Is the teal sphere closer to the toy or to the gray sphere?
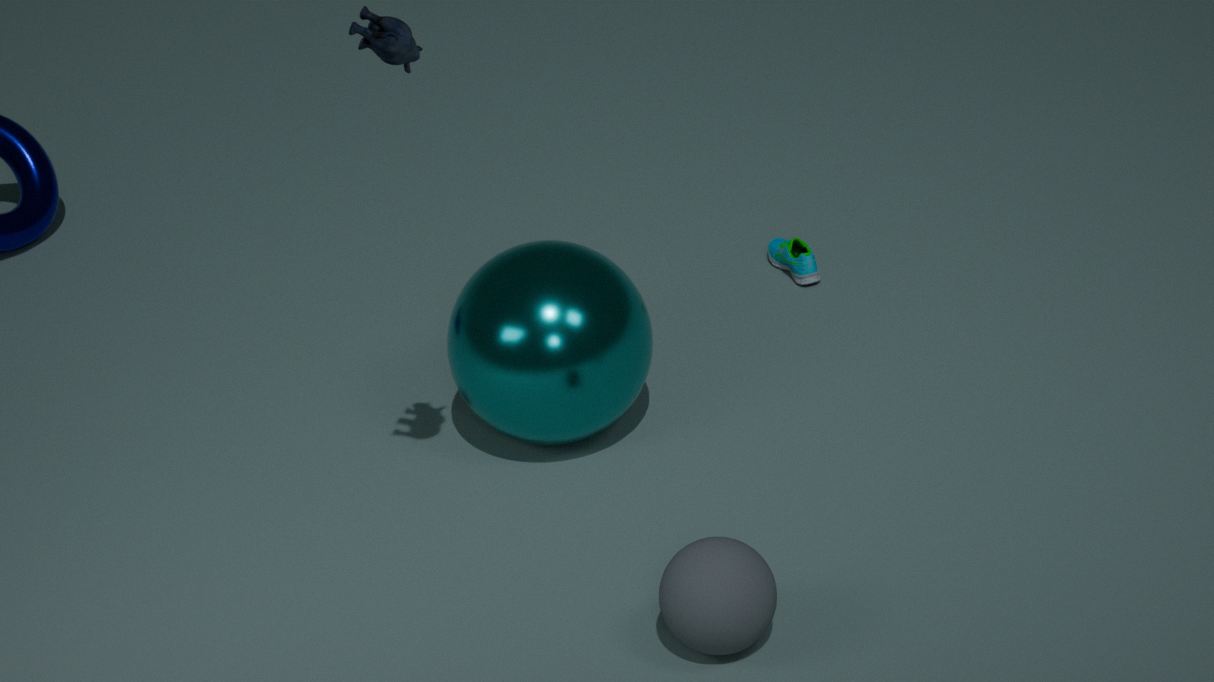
the gray sphere
